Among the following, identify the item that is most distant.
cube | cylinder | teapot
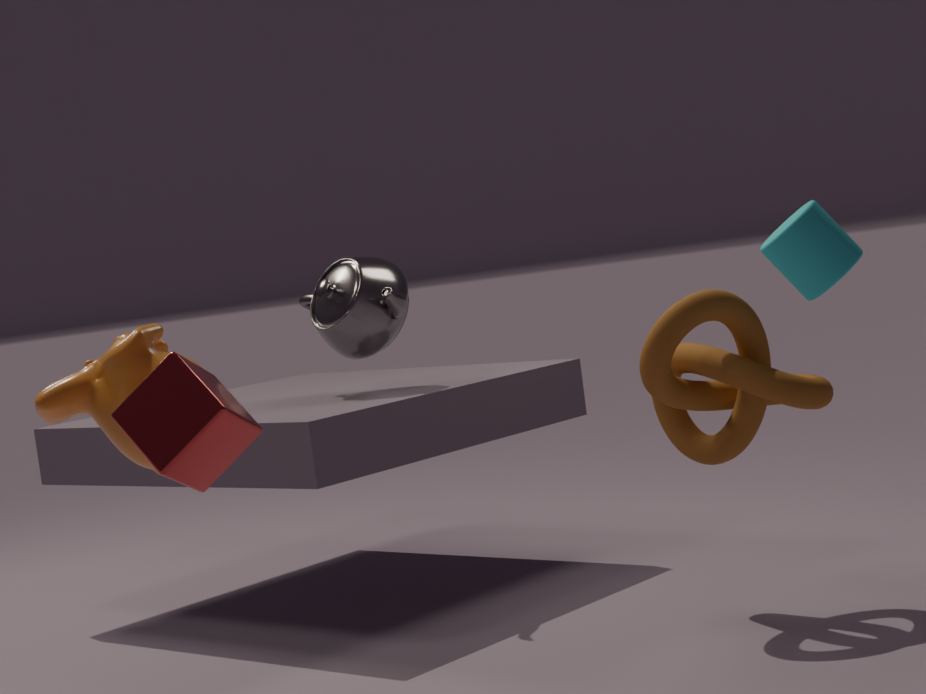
teapot
